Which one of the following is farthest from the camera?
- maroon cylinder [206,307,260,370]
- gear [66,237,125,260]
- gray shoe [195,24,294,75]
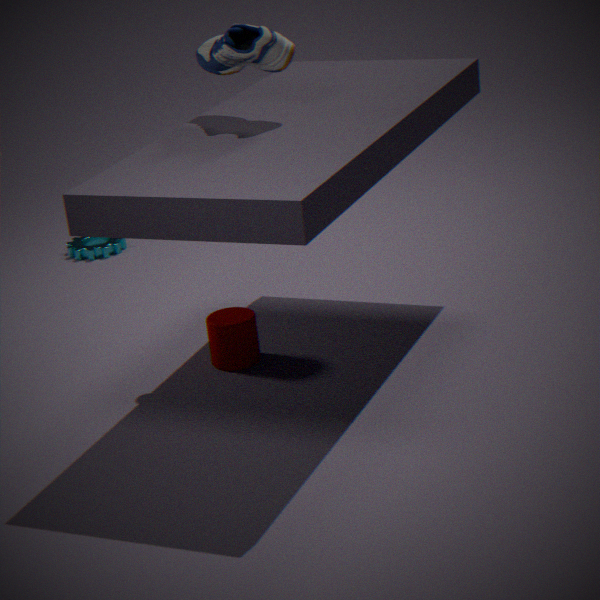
gear [66,237,125,260]
